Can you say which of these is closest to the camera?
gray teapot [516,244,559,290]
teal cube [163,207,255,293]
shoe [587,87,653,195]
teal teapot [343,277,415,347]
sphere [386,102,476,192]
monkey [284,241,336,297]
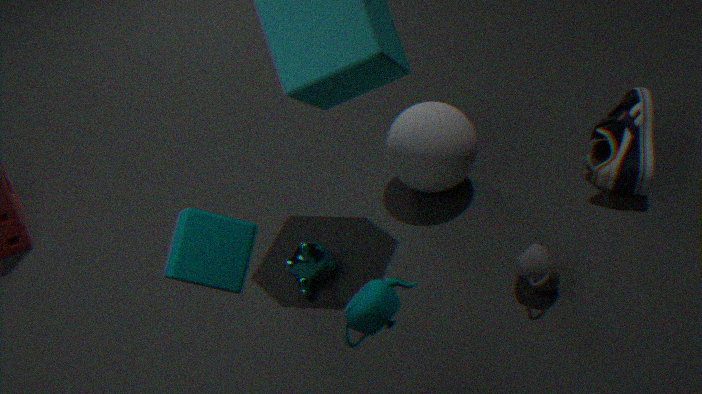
teal cube [163,207,255,293]
